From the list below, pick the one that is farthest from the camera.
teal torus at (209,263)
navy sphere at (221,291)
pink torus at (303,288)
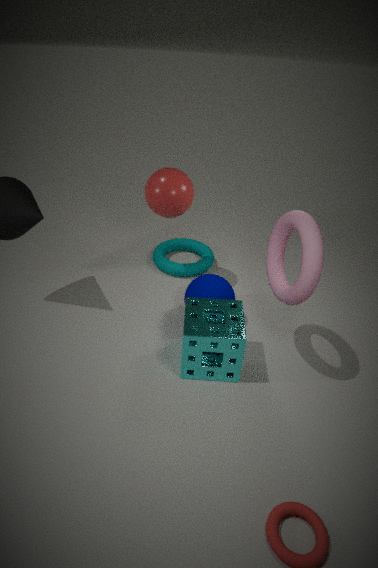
teal torus at (209,263)
